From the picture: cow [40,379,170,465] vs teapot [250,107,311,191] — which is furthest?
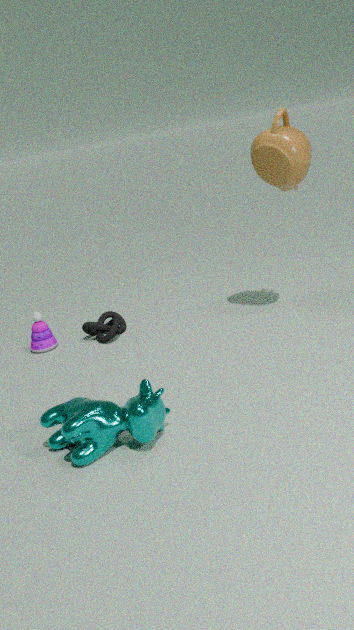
teapot [250,107,311,191]
